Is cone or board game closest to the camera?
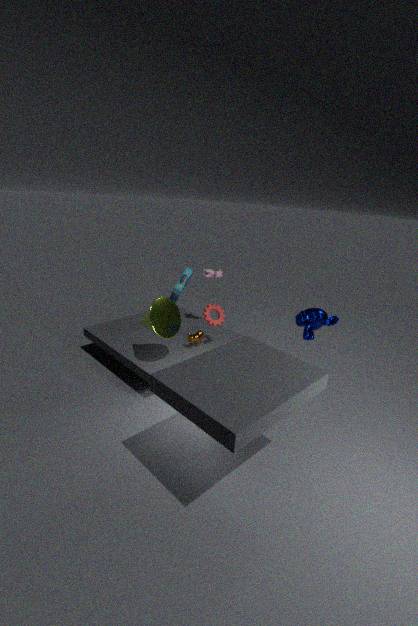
cone
